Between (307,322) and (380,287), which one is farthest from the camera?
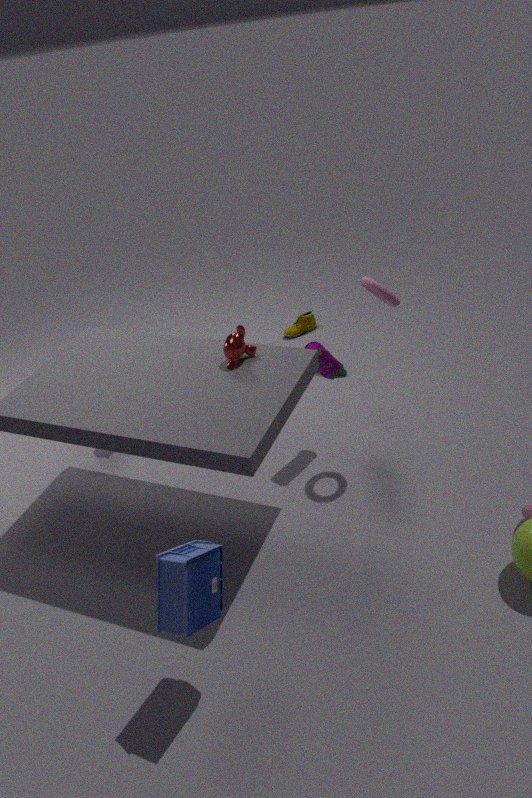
(307,322)
